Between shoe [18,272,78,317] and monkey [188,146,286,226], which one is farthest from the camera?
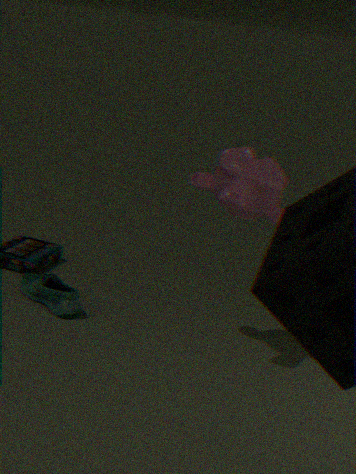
shoe [18,272,78,317]
